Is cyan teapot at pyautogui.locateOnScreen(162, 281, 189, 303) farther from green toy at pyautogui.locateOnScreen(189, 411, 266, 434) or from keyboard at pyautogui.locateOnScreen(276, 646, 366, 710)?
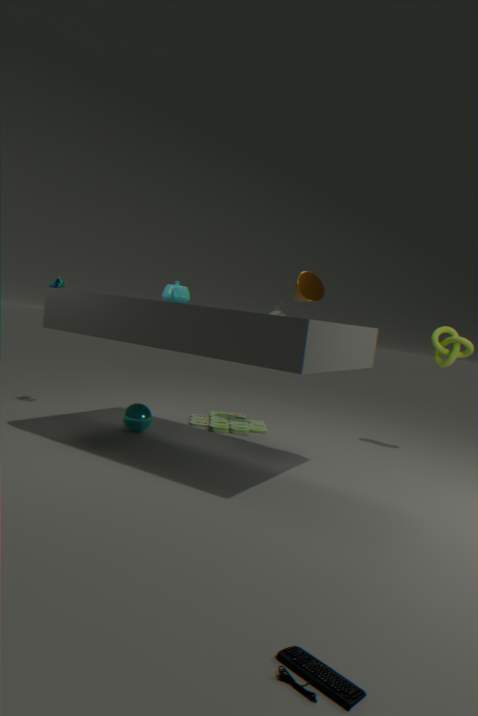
keyboard at pyautogui.locateOnScreen(276, 646, 366, 710)
